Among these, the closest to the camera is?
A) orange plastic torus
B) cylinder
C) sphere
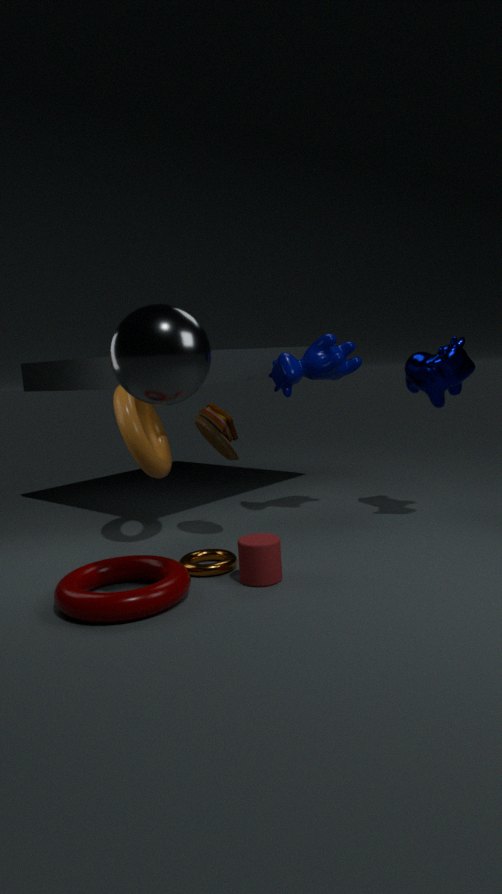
sphere
